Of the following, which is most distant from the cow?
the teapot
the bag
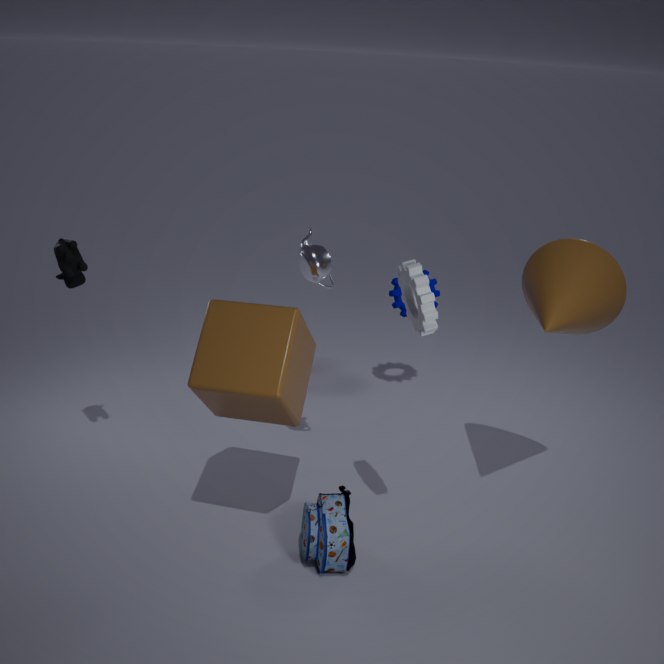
the bag
